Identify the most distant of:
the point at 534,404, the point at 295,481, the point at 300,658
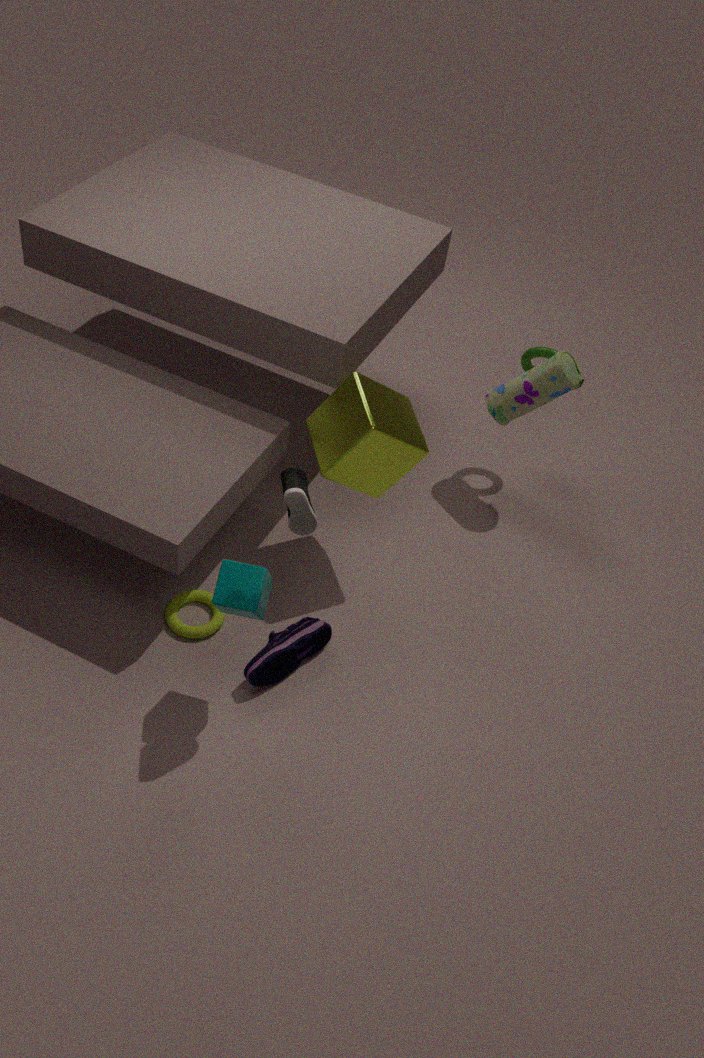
the point at 534,404
